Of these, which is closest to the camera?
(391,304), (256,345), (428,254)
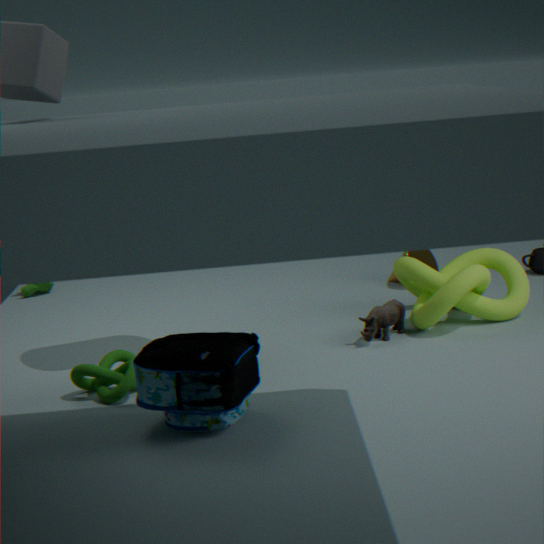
(256,345)
